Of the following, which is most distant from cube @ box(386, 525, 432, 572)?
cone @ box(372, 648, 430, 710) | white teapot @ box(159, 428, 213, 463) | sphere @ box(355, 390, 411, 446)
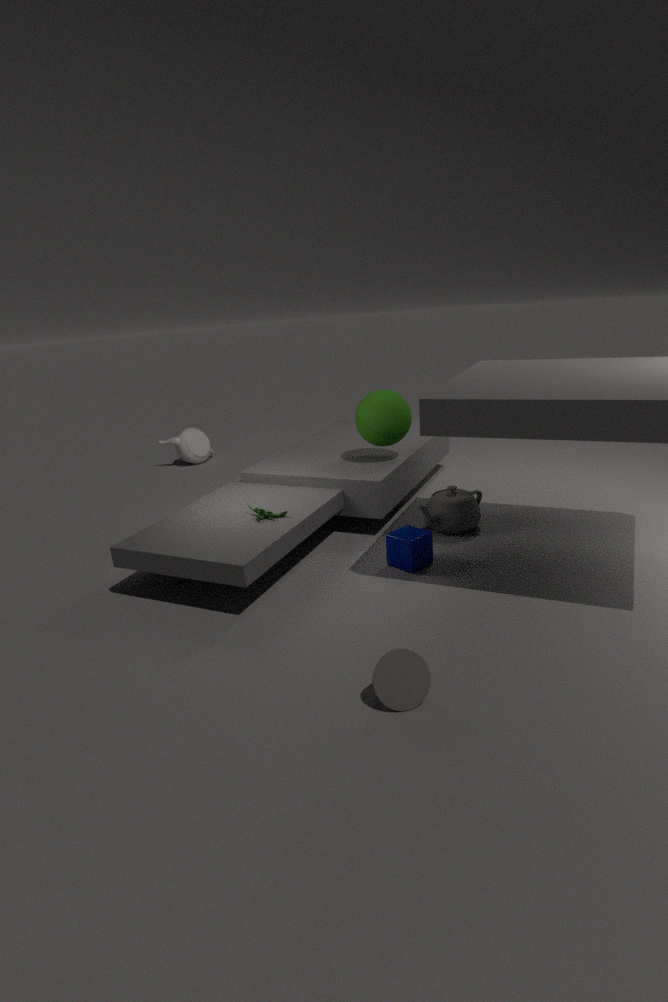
white teapot @ box(159, 428, 213, 463)
